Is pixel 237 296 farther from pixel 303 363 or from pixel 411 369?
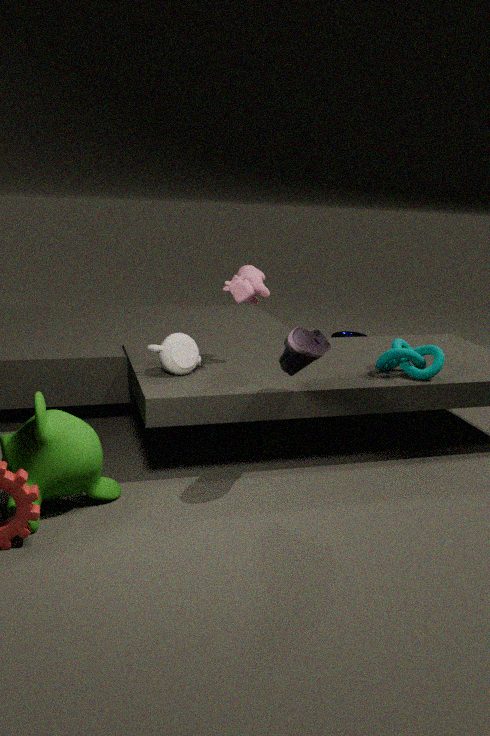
pixel 411 369
